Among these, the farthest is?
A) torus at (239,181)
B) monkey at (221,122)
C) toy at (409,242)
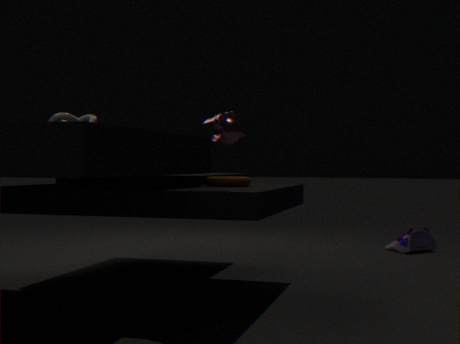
toy at (409,242)
